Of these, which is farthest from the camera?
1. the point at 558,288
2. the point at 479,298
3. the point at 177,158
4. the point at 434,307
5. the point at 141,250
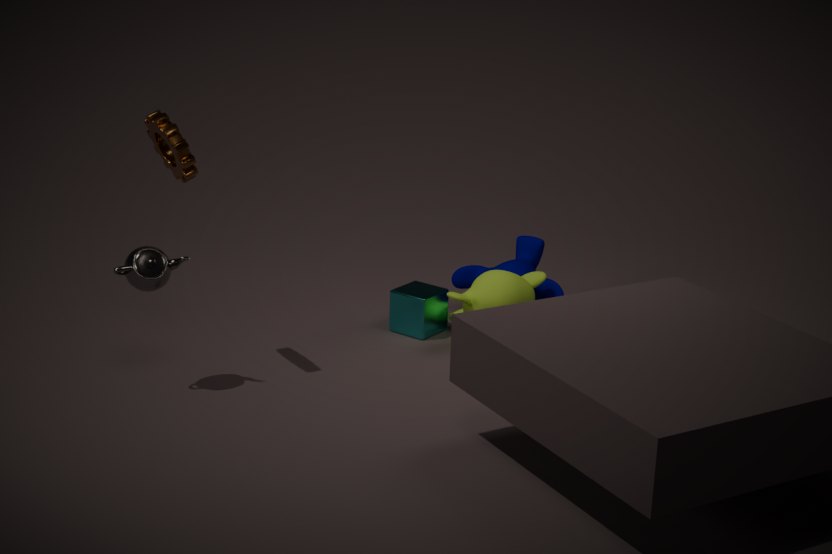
the point at 558,288
